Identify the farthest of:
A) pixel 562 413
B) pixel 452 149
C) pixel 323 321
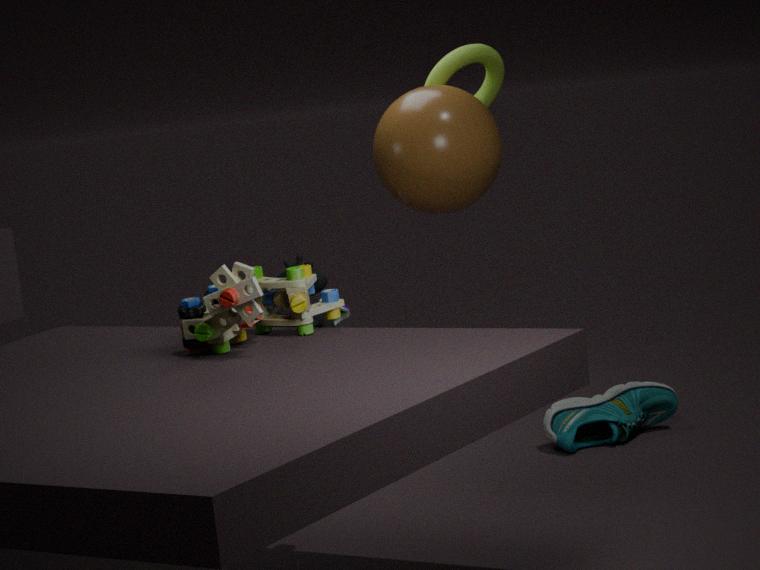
pixel 562 413
